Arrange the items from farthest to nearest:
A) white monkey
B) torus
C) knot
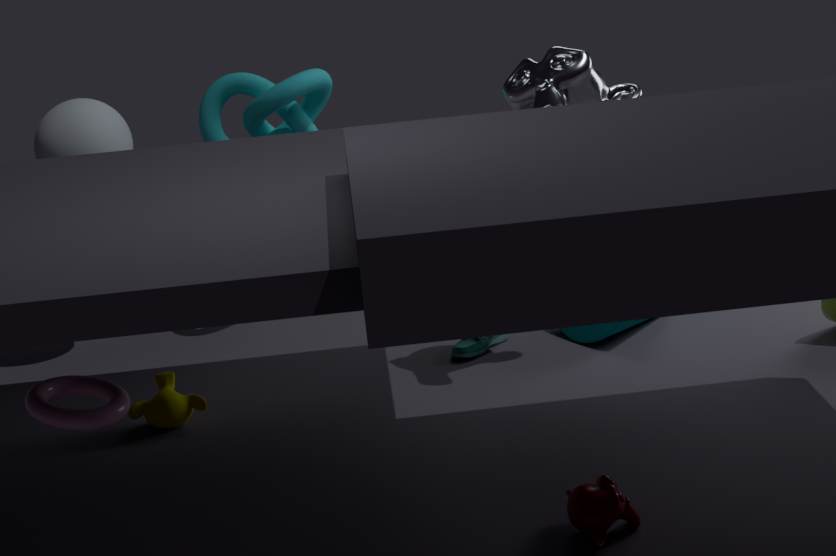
knot → white monkey → torus
